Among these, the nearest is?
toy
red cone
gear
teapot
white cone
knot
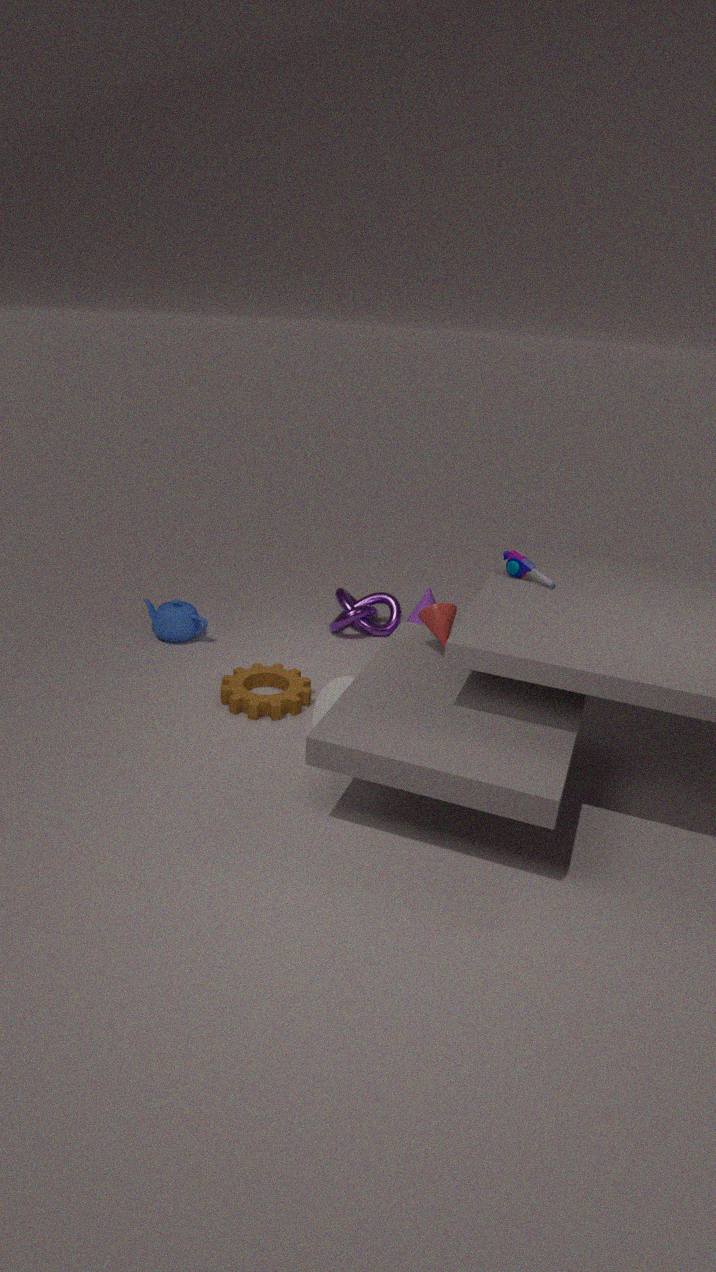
red cone
